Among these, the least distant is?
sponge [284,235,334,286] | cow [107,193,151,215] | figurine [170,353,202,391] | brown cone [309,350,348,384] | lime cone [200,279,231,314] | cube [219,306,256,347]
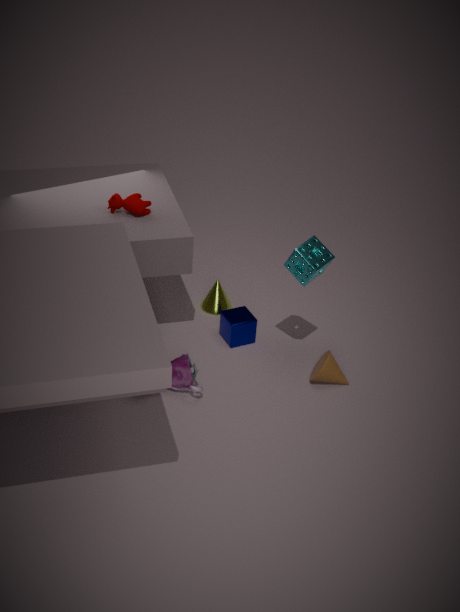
sponge [284,235,334,286]
